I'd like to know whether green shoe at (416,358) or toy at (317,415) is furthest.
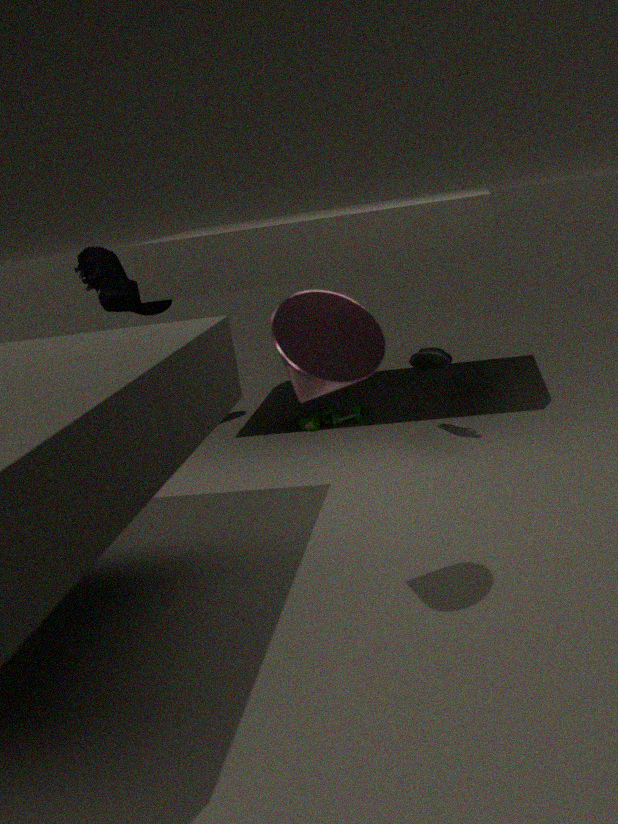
toy at (317,415)
